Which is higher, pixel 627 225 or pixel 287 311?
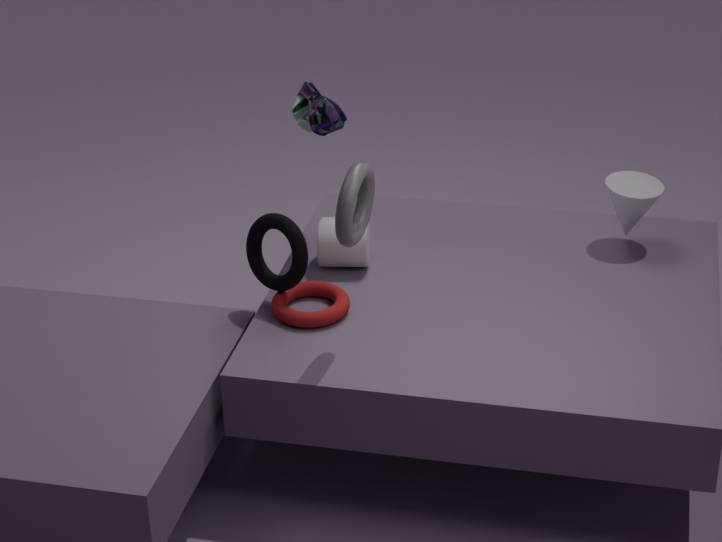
pixel 627 225
